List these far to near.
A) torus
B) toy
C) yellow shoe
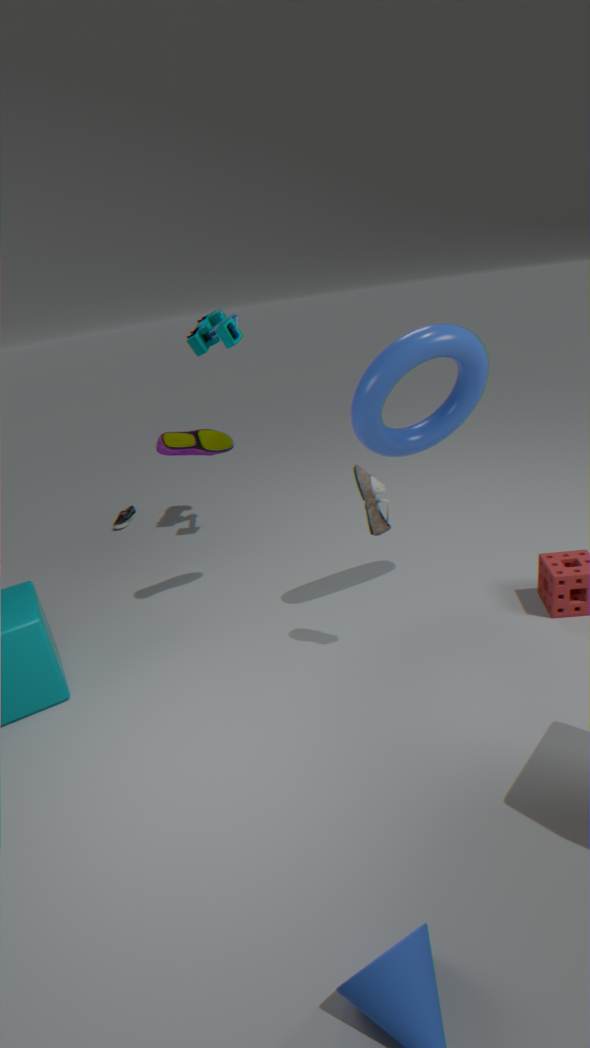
toy
yellow shoe
torus
